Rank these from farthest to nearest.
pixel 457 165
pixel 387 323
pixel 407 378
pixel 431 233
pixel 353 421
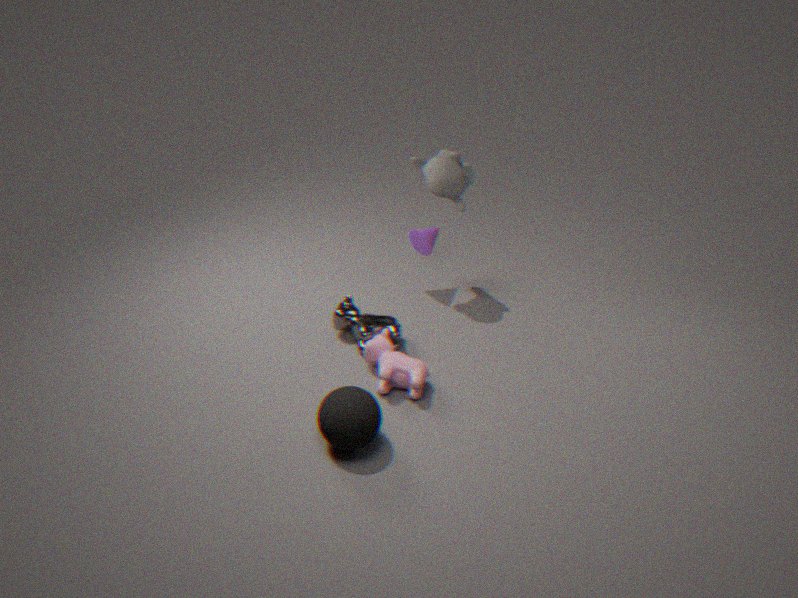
pixel 431 233
pixel 457 165
pixel 387 323
pixel 407 378
pixel 353 421
